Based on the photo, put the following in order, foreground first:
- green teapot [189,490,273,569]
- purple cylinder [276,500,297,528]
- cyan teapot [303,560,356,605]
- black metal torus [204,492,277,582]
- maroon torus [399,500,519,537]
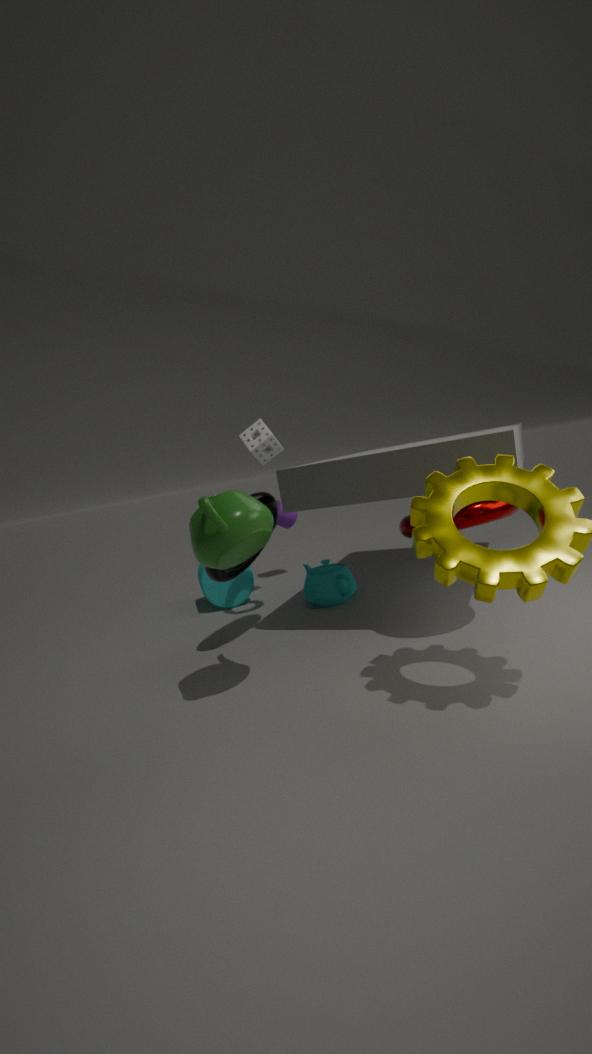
green teapot [189,490,273,569] → maroon torus [399,500,519,537] → black metal torus [204,492,277,582] → cyan teapot [303,560,356,605] → purple cylinder [276,500,297,528]
